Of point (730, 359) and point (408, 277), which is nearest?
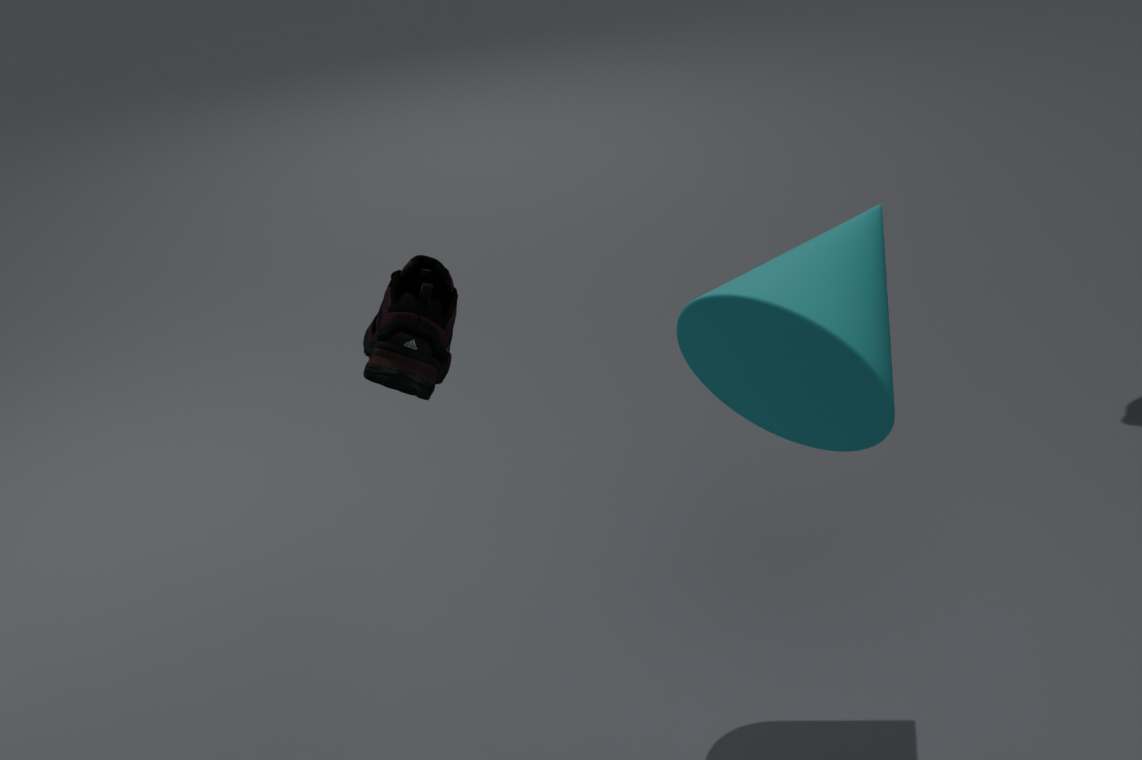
point (408, 277)
